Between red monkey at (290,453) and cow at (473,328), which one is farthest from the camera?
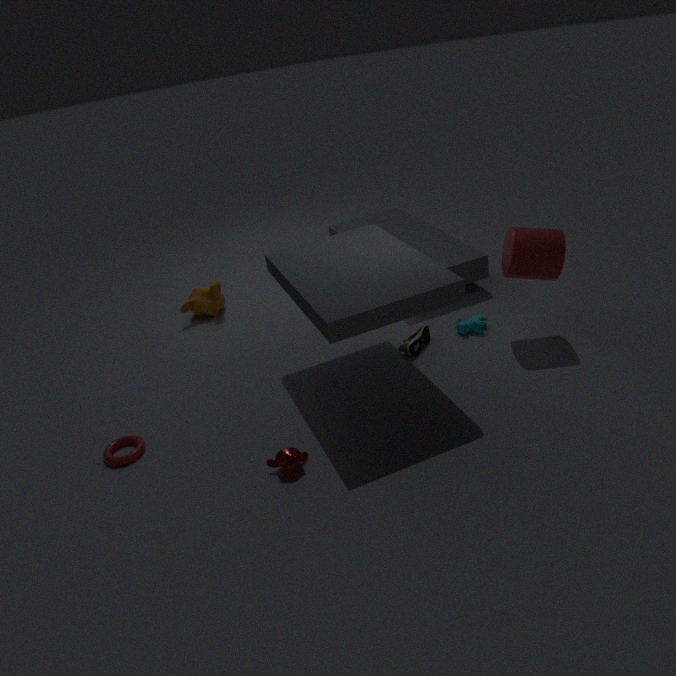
cow at (473,328)
